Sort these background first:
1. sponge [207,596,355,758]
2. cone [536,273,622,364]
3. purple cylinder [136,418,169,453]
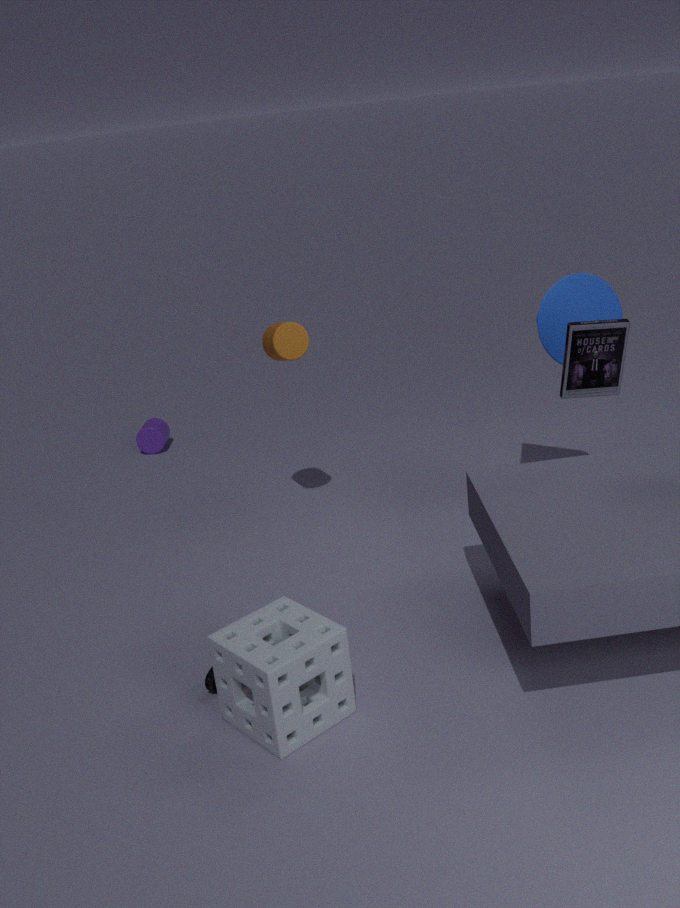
purple cylinder [136,418,169,453]
cone [536,273,622,364]
sponge [207,596,355,758]
